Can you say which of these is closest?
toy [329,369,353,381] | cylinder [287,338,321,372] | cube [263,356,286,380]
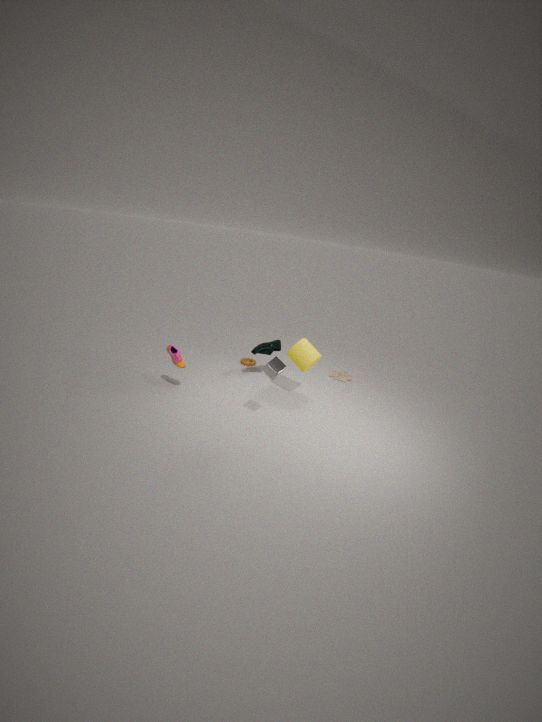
cube [263,356,286,380]
